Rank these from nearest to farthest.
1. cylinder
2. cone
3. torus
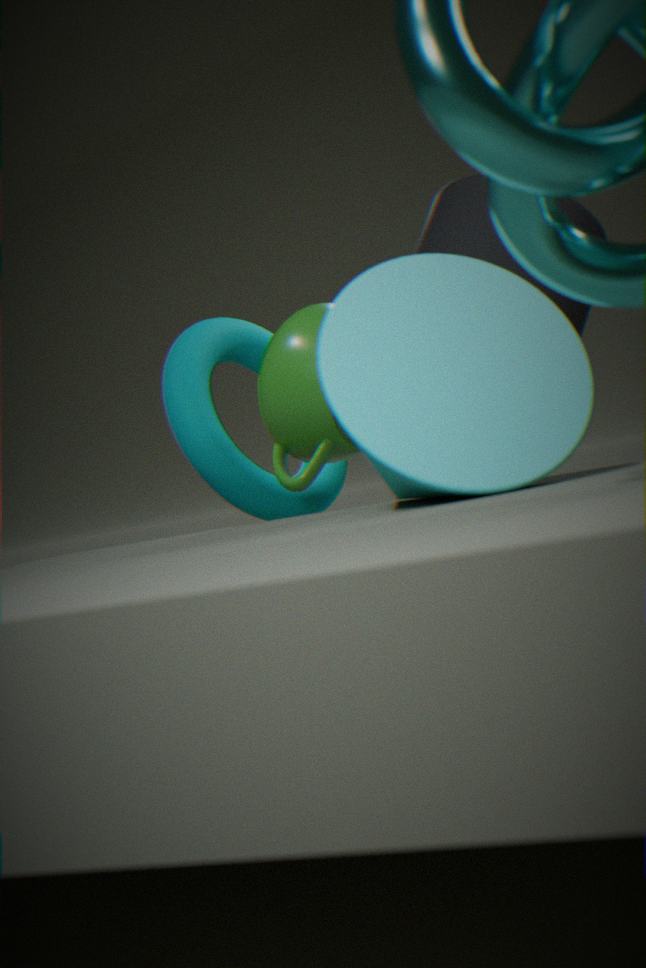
cone → cylinder → torus
